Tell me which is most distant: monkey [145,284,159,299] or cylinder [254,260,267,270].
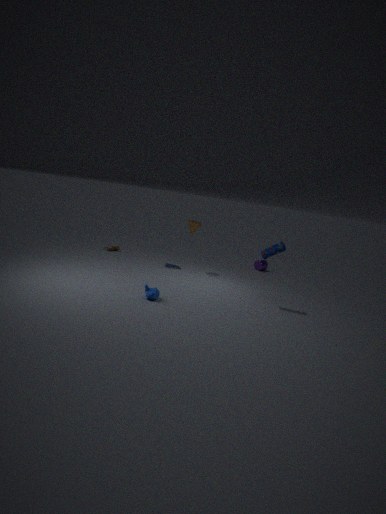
cylinder [254,260,267,270]
